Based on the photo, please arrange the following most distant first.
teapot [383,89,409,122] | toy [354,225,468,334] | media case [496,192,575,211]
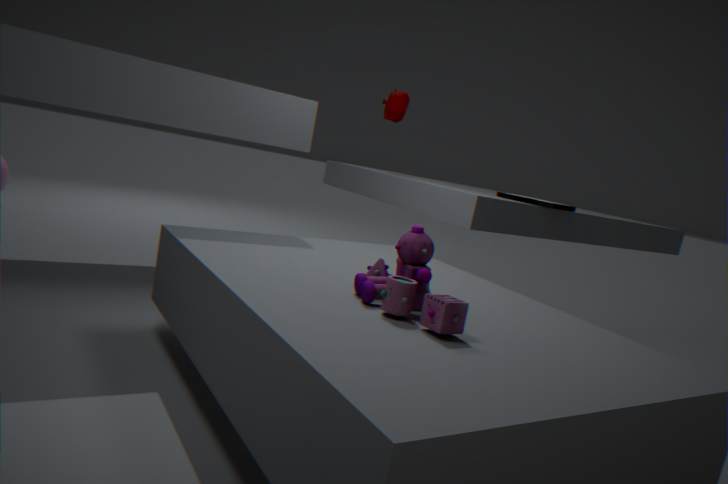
1. teapot [383,89,409,122]
2. media case [496,192,575,211]
3. toy [354,225,468,334]
